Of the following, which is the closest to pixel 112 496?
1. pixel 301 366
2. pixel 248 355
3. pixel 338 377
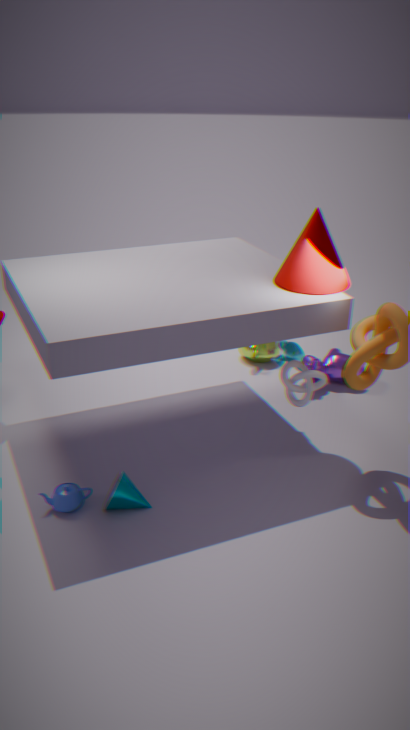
pixel 301 366
